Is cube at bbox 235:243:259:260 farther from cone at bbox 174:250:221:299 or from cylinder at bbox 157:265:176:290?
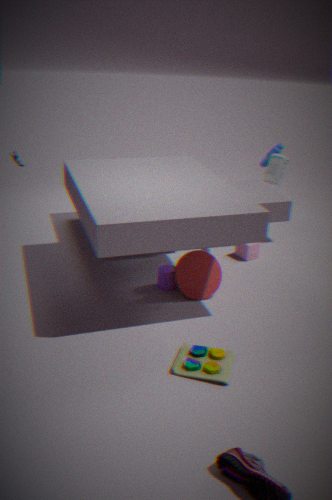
cylinder at bbox 157:265:176:290
